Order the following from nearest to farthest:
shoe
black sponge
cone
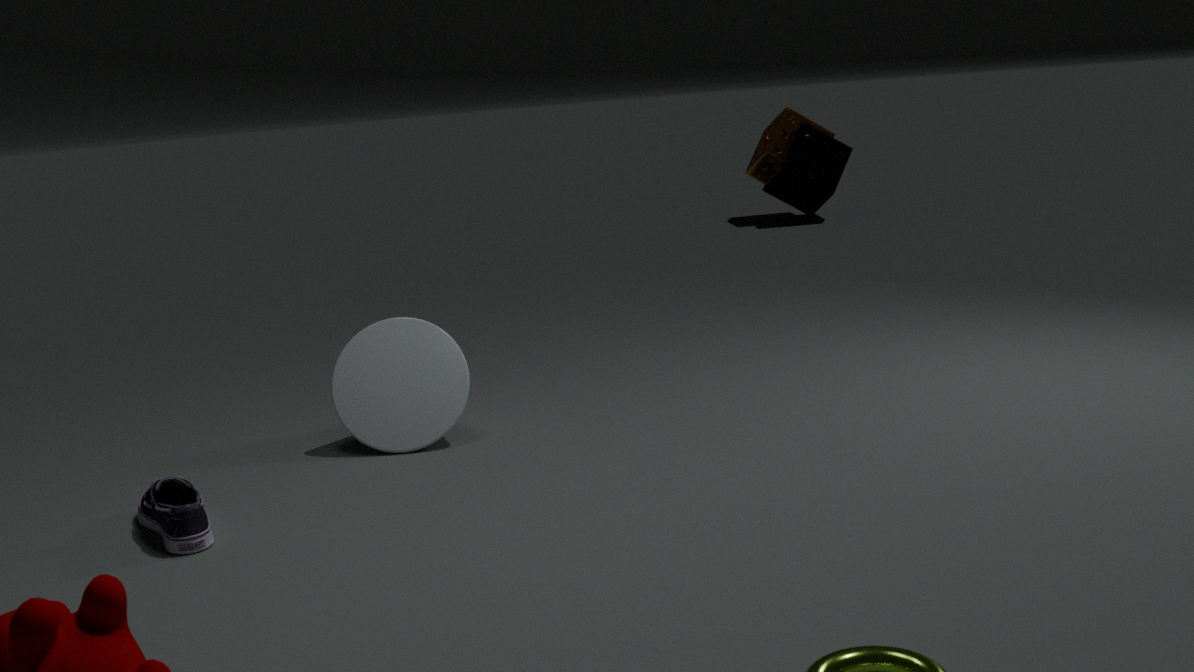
shoe → cone → black sponge
